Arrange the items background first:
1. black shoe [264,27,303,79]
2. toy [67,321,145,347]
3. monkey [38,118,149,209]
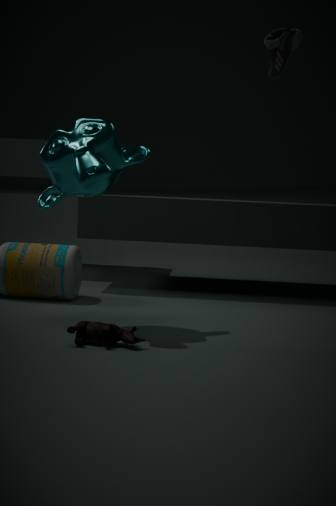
1. black shoe [264,27,303,79]
2. monkey [38,118,149,209]
3. toy [67,321,145,347]
